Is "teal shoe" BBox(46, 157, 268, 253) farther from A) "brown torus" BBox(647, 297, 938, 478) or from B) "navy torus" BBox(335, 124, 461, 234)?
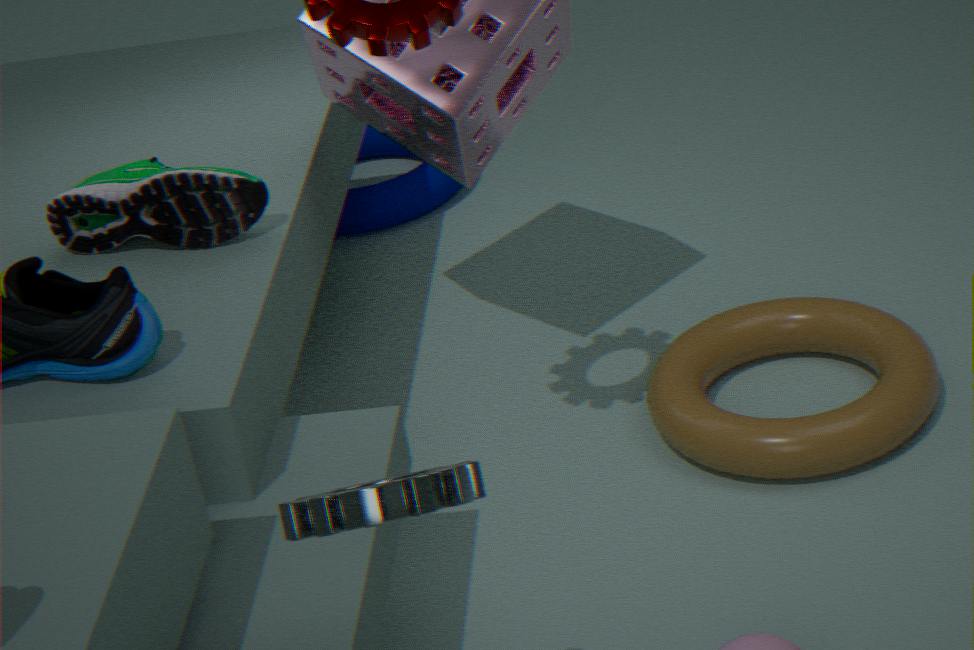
B) "navy torus" BBox(335, 124, 461, 234)
